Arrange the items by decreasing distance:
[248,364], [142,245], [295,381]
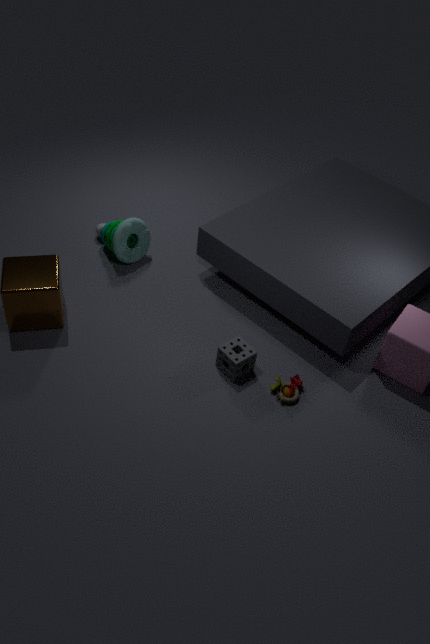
[142,245], [248,364], [295,381]
